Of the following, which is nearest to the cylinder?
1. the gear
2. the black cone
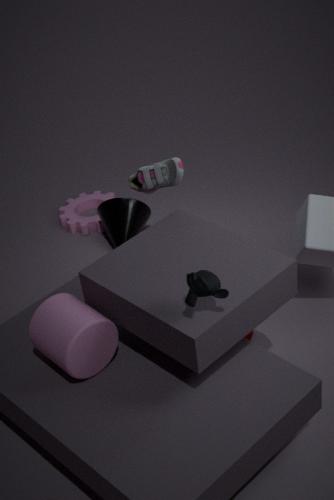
the black cone
